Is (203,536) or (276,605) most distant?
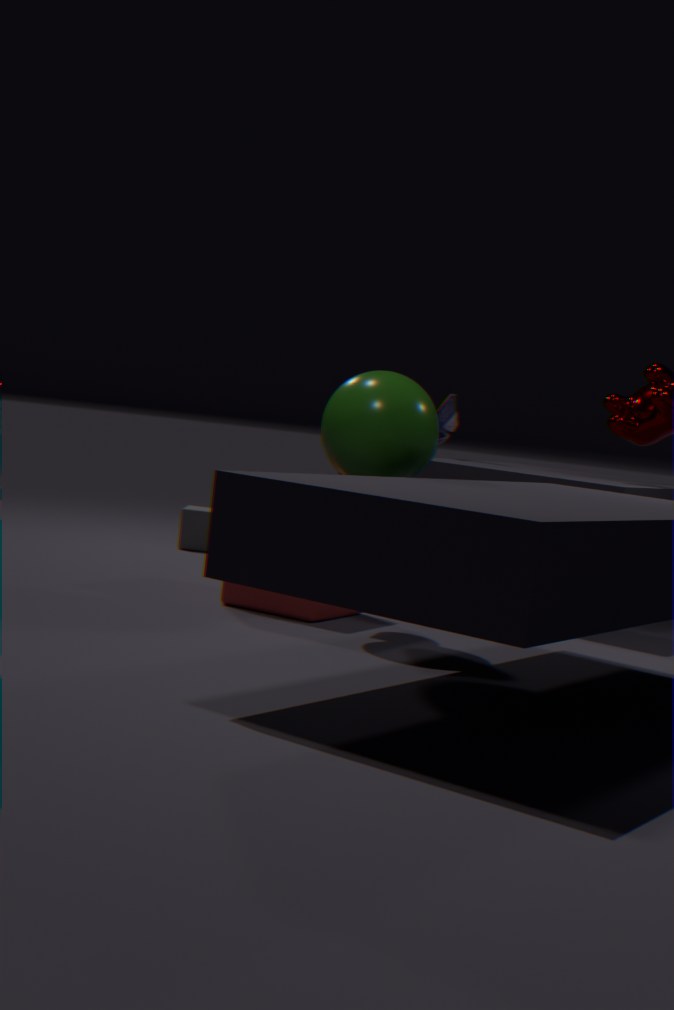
(203,536)
